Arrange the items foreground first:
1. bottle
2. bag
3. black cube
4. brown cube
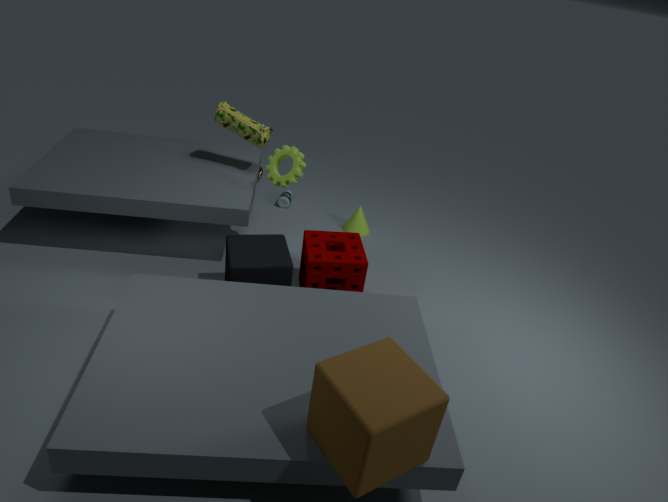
brown cube < black cube < bag < bottle
